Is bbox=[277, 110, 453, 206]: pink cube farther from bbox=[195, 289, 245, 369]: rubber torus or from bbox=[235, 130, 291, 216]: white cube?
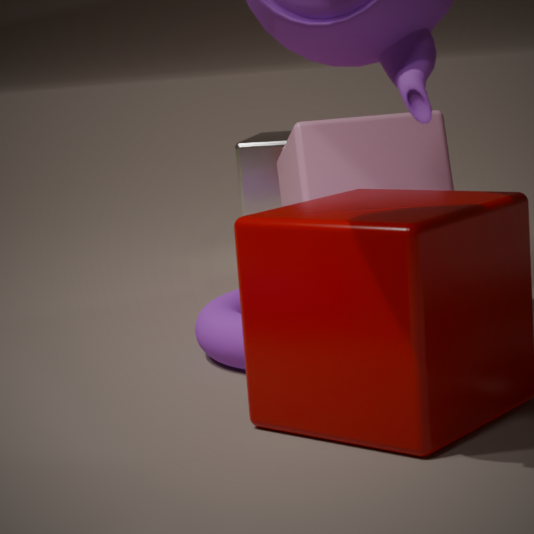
bbox=[235, 130, 291, 216]: white cube
